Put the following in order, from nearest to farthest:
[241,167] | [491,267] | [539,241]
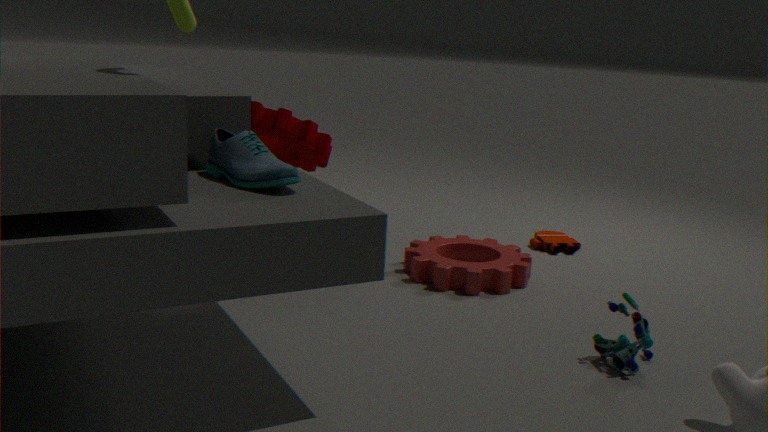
1. [241,167]
2. [491,267]
3. [539,241]
